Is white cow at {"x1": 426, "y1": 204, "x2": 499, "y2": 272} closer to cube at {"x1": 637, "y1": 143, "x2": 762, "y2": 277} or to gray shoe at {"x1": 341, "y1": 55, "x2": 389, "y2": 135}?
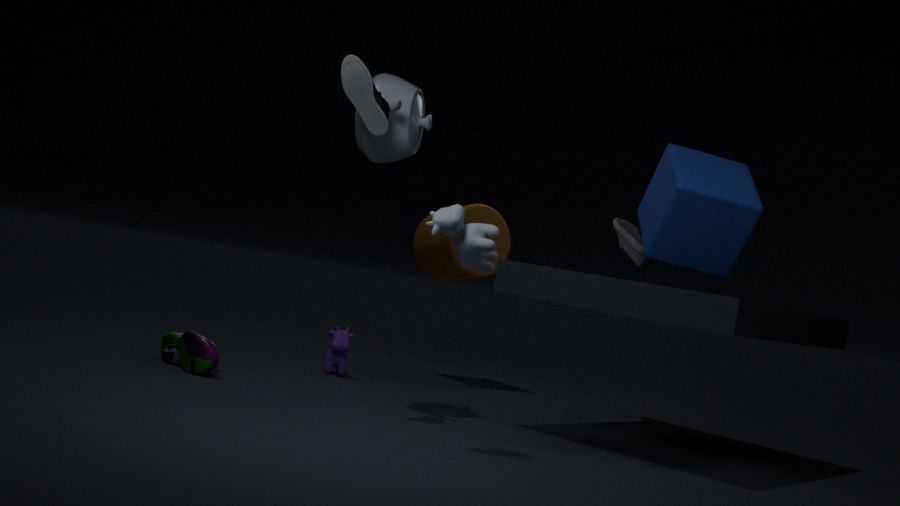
gray shoe at {"x1": 341, "y1": 55, "x2": 389, "y2": 135}
